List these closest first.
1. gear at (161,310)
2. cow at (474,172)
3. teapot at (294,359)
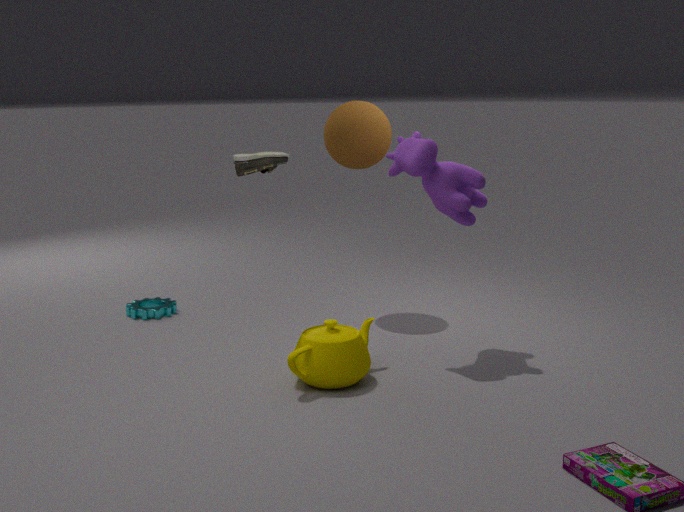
teapot at (294,359)
cow at (474,172)
gear at (161,310)
